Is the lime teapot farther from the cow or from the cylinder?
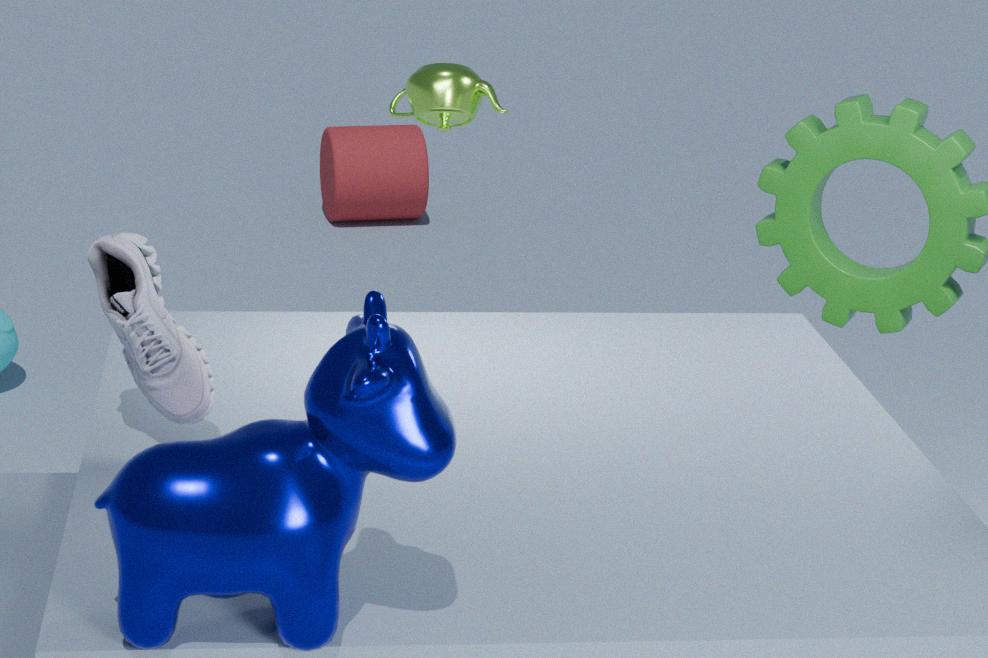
the cylinder
